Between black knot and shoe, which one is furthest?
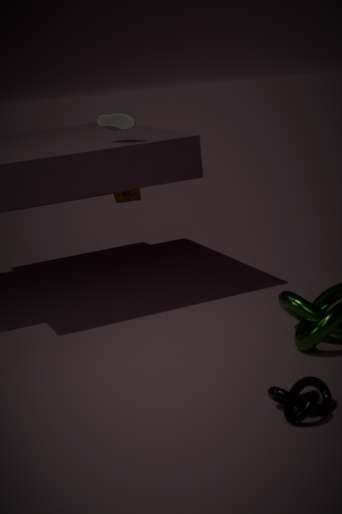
shoe
